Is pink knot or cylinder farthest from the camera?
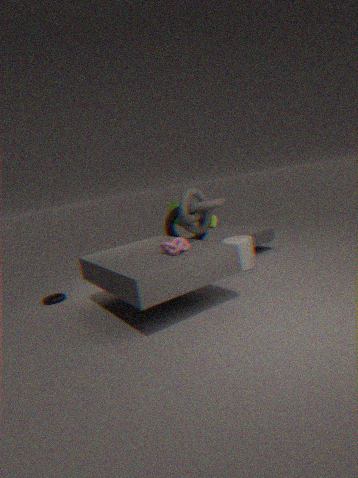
cylinder
